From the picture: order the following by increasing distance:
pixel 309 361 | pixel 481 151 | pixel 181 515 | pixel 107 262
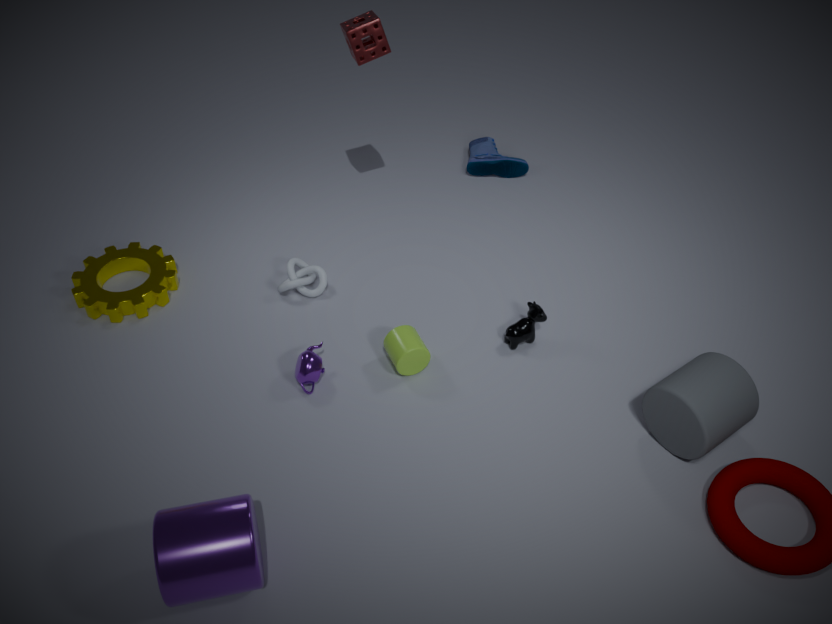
pixel 181 515
pixel 309 361
pixel 107 262
pixel 481 151
